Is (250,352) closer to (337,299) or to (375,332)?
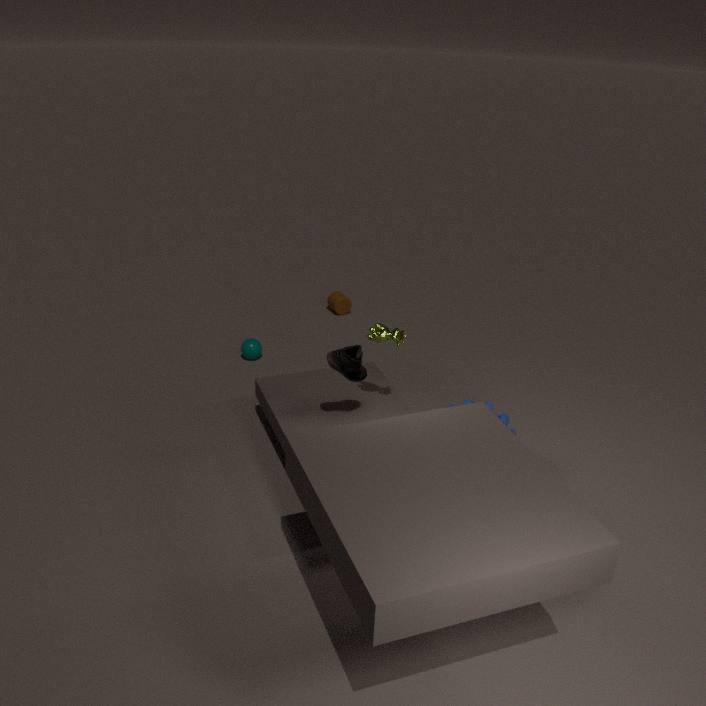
(337,299)
